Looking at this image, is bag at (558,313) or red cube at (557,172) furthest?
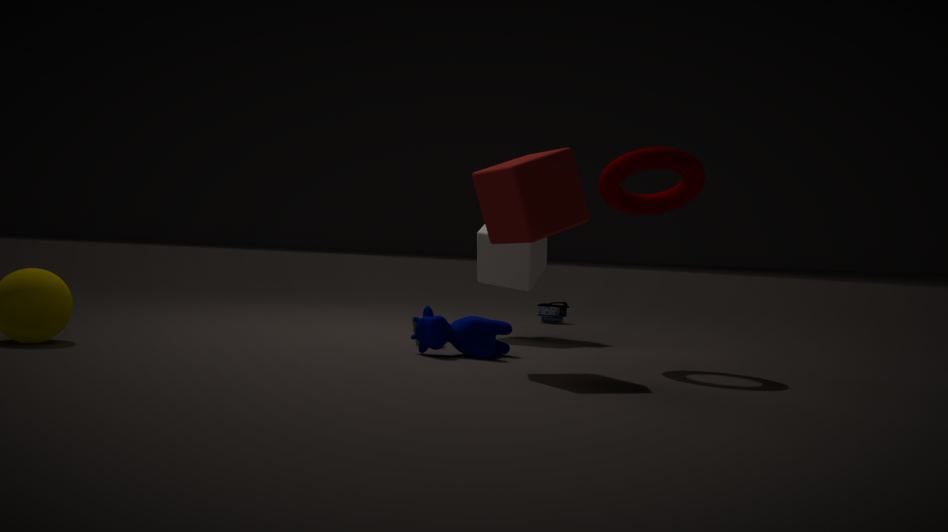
bag at (558,313)
